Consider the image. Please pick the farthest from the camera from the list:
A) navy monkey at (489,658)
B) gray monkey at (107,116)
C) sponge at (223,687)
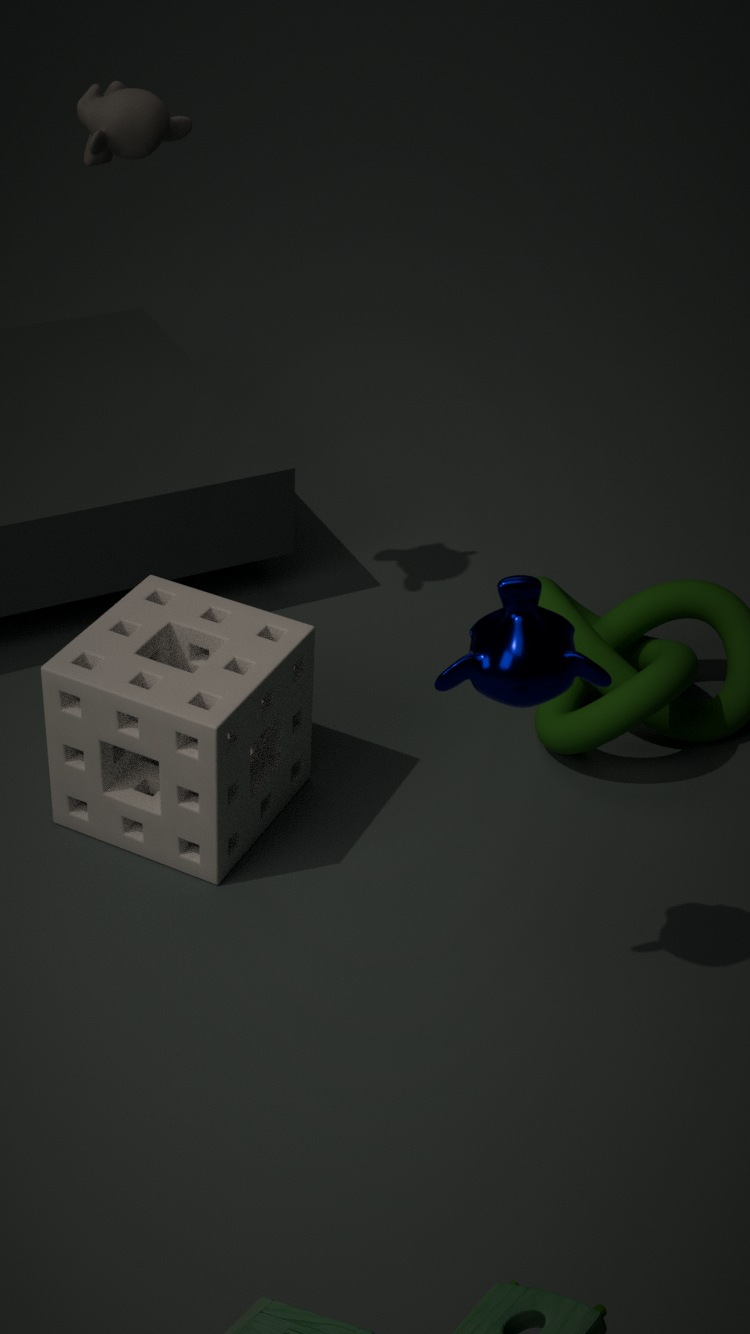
gray monkey at (107,116)
